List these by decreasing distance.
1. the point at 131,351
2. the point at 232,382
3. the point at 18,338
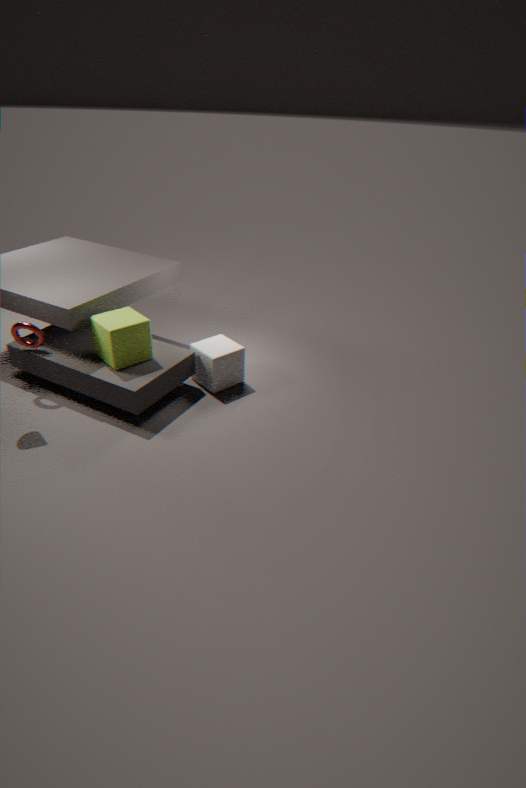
1. the point at 232,382
2. the point at 18,338
3. the point at 131,351
